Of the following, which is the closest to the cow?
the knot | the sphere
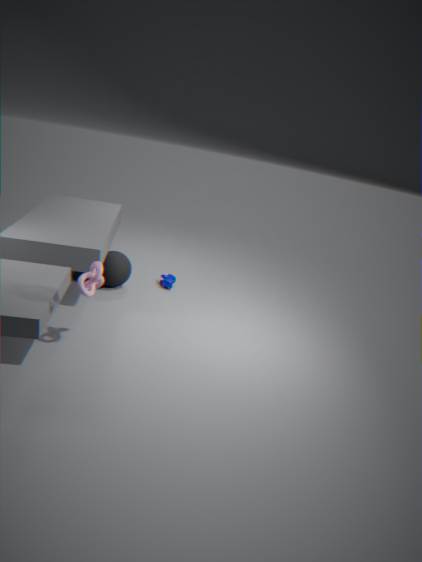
the sphere
